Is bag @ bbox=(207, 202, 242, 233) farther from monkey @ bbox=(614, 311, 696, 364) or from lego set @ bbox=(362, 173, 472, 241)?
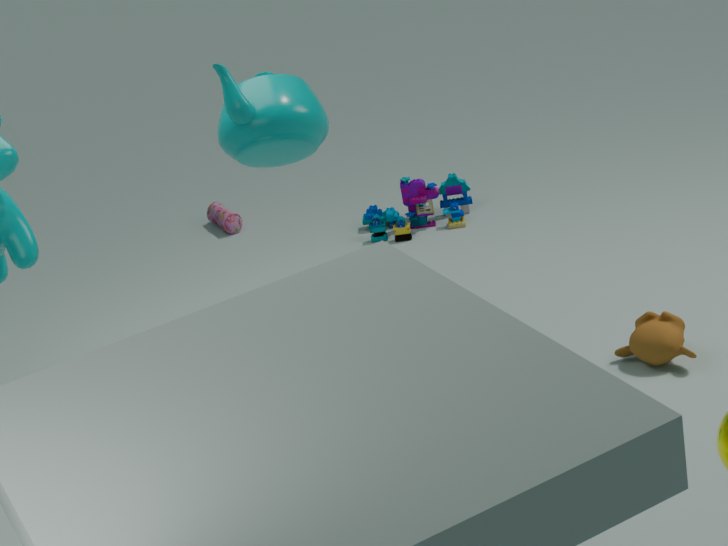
monkey @ bbox=(614, 311, 696, 364)
